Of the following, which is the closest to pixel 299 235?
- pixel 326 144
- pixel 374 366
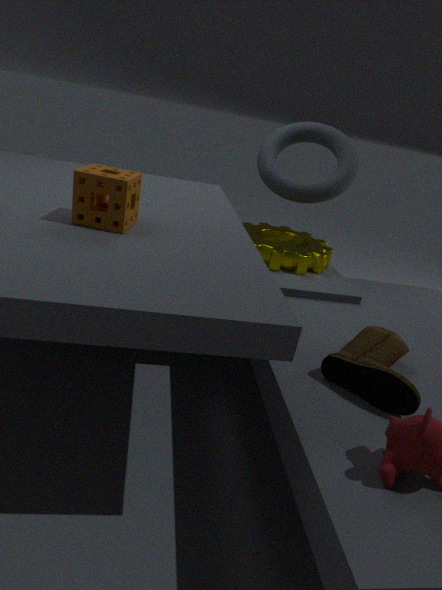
pixel 326 144
